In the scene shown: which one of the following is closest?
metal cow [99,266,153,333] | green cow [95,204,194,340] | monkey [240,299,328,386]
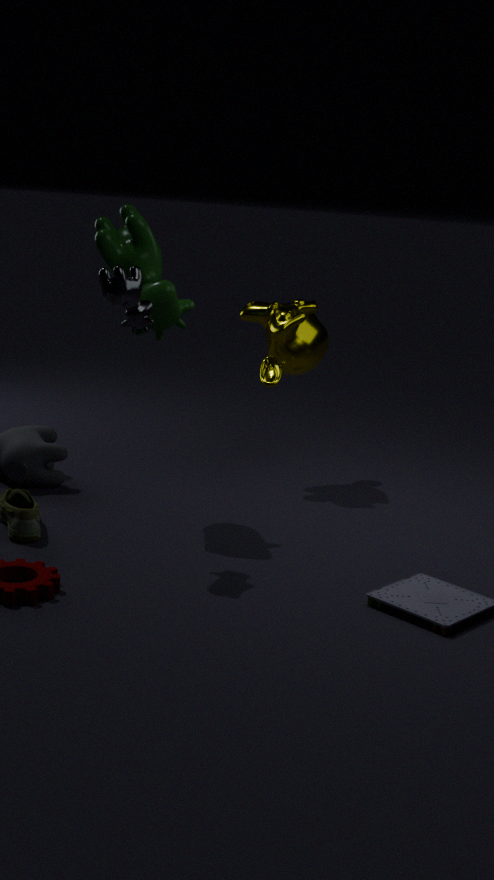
metal cow [99,266,153,333]
